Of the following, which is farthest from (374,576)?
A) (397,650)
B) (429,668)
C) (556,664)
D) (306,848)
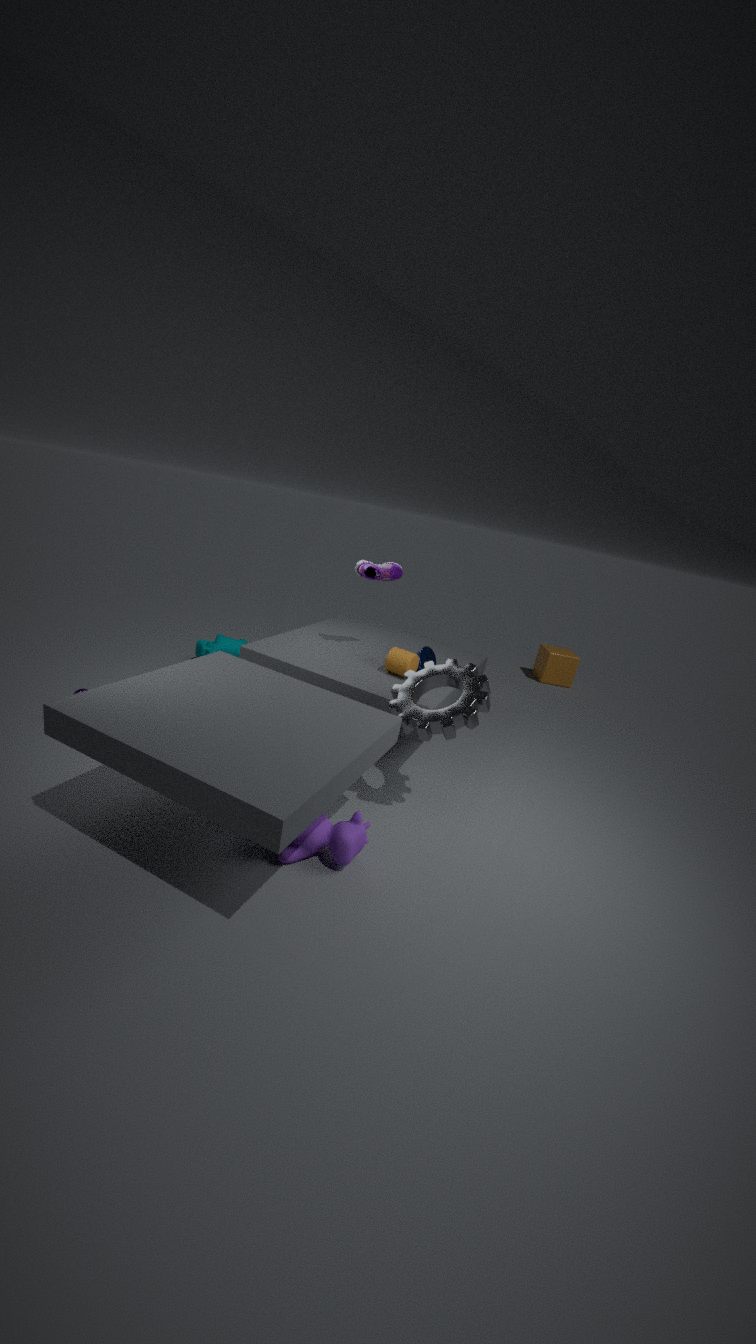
(556,664)
